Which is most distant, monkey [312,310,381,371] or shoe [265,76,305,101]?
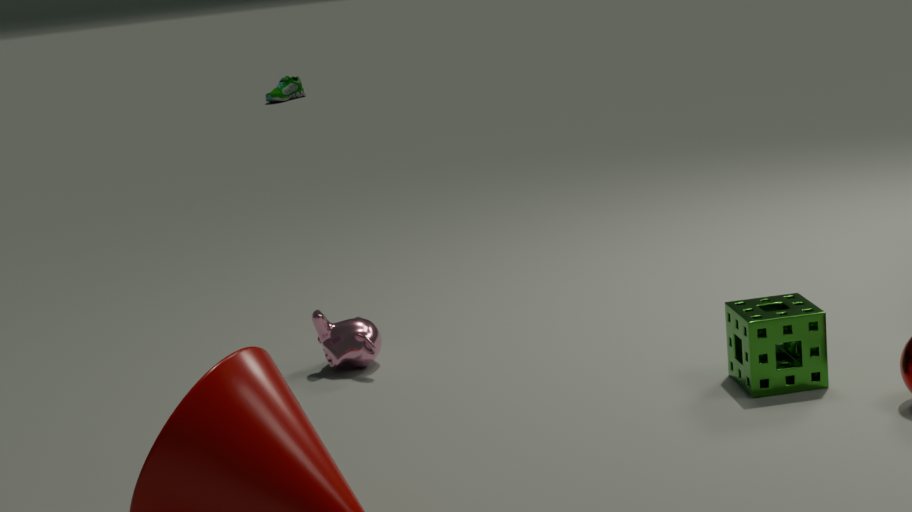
shoe [265,76,305,101]
